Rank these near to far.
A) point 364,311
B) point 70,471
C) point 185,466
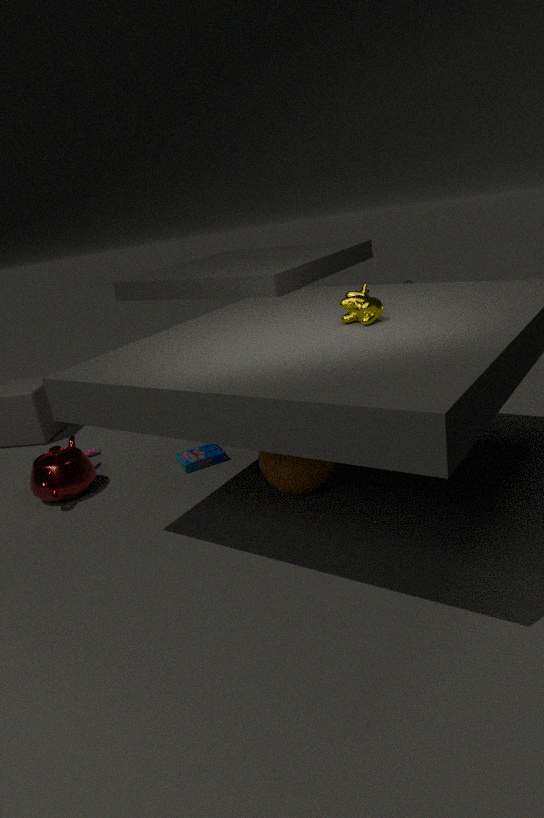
point 364,311 < point 70,471 < point 185,466
